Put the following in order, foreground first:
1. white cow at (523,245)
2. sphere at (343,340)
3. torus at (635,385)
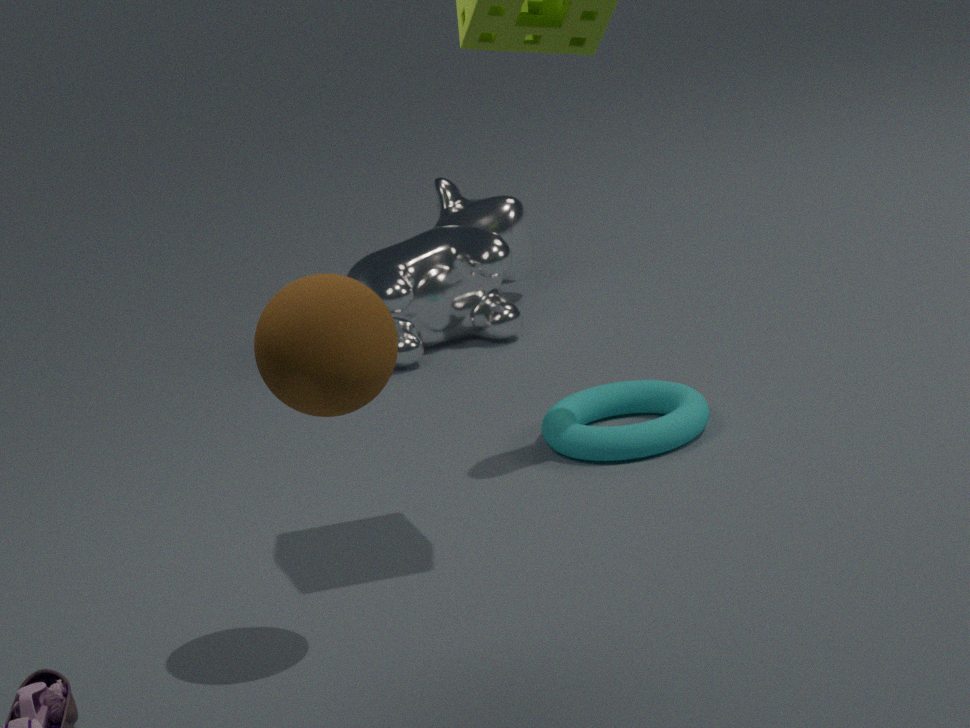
sphere at (343,340) → torus at (635,385) → white cow at (523,245)
